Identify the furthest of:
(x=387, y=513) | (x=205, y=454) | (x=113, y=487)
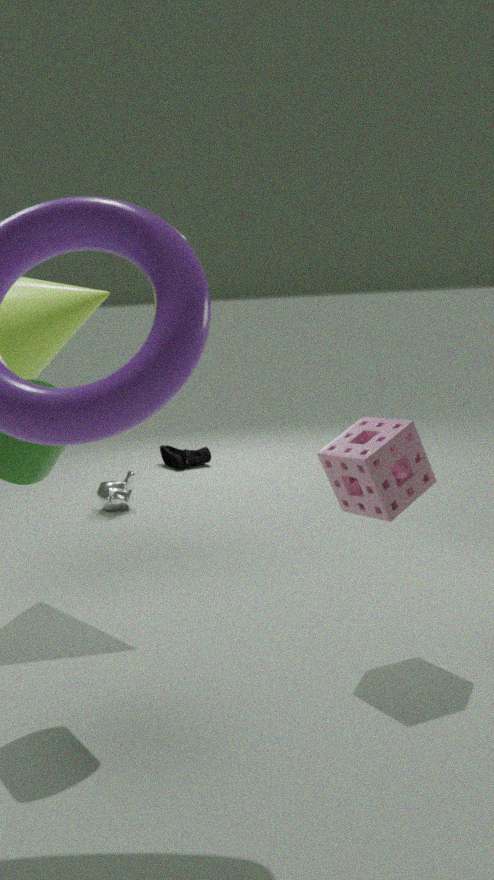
(x=205, y=454)
